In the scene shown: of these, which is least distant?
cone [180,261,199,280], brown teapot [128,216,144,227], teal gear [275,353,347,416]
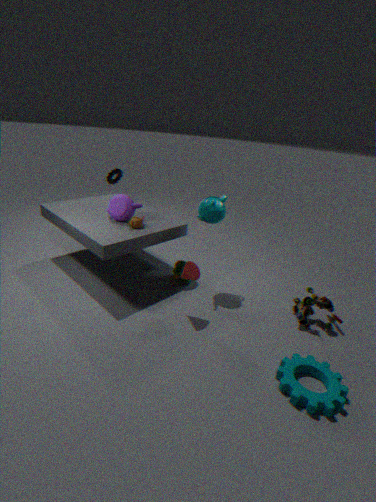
teal gear [275,353,347,416]
